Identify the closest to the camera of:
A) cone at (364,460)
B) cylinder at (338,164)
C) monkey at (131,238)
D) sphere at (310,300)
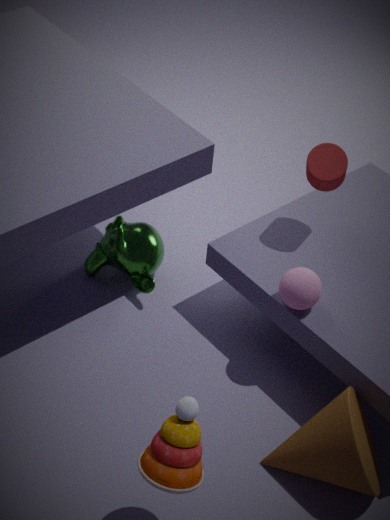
cone at (364,460)
